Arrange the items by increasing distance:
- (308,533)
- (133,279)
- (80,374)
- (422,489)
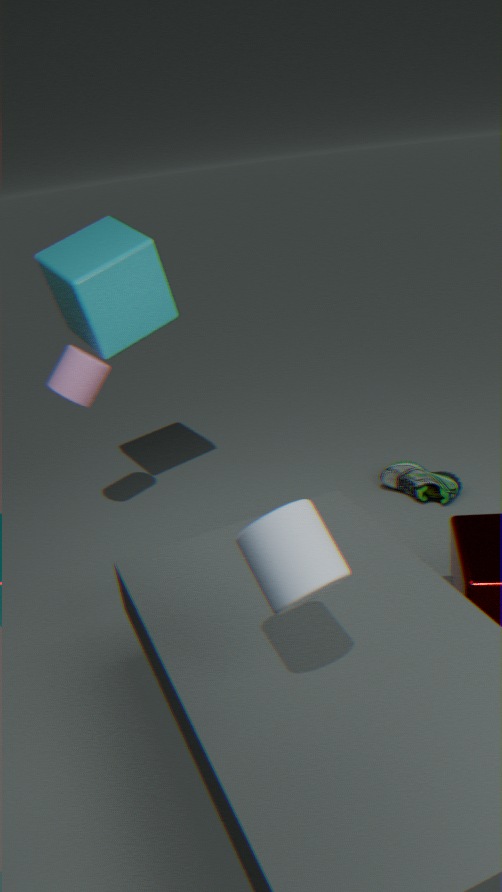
(308,533), (80,374), (133,279), (422,489)
